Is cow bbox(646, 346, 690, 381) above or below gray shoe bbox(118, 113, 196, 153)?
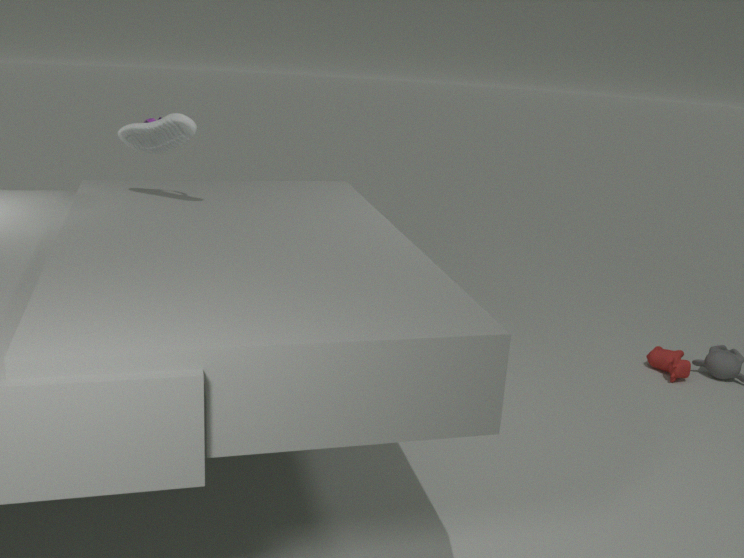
below
